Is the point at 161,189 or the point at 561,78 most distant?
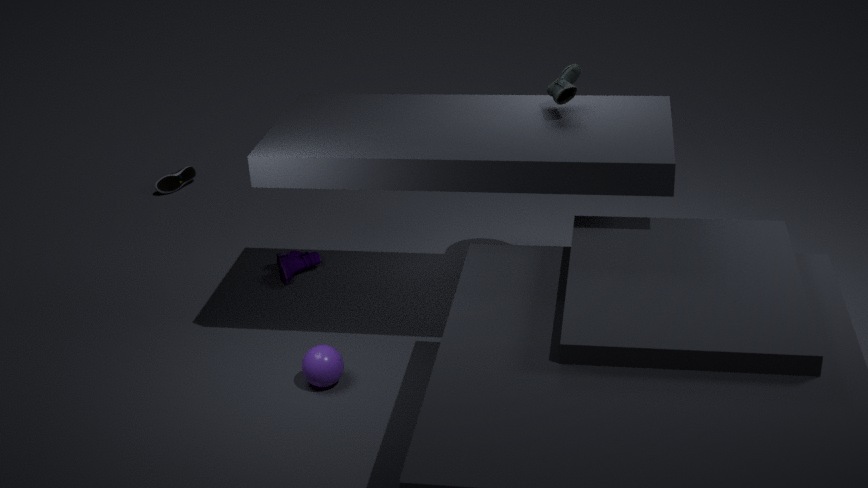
the point at 161,189
